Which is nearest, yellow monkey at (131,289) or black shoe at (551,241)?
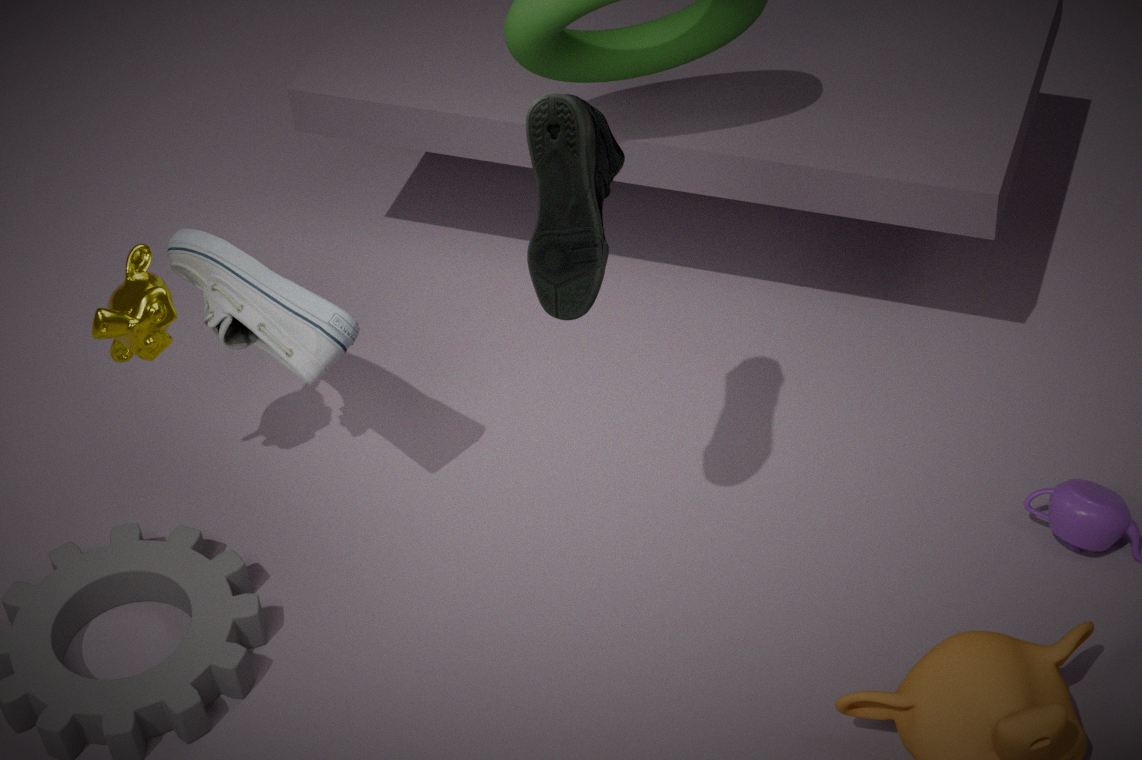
black shoe at (551,241)
